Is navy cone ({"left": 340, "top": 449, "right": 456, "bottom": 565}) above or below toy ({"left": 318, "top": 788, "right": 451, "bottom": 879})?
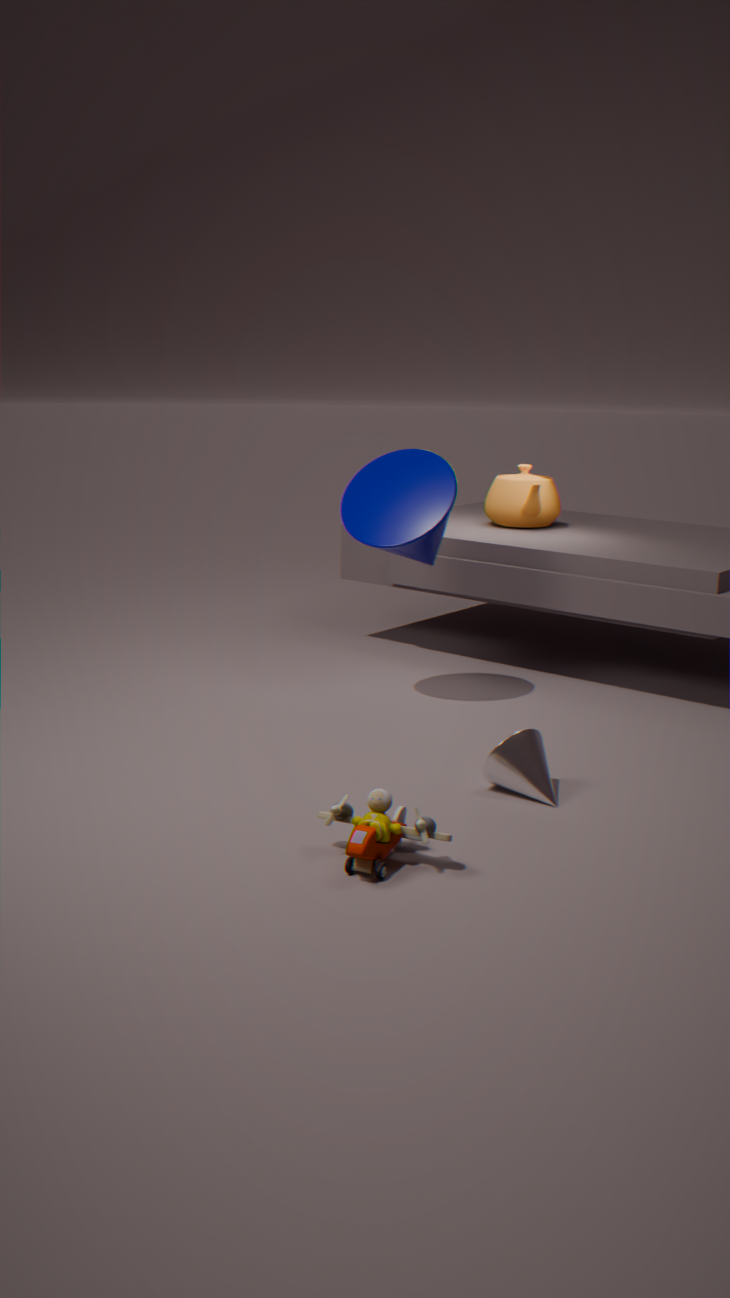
above
